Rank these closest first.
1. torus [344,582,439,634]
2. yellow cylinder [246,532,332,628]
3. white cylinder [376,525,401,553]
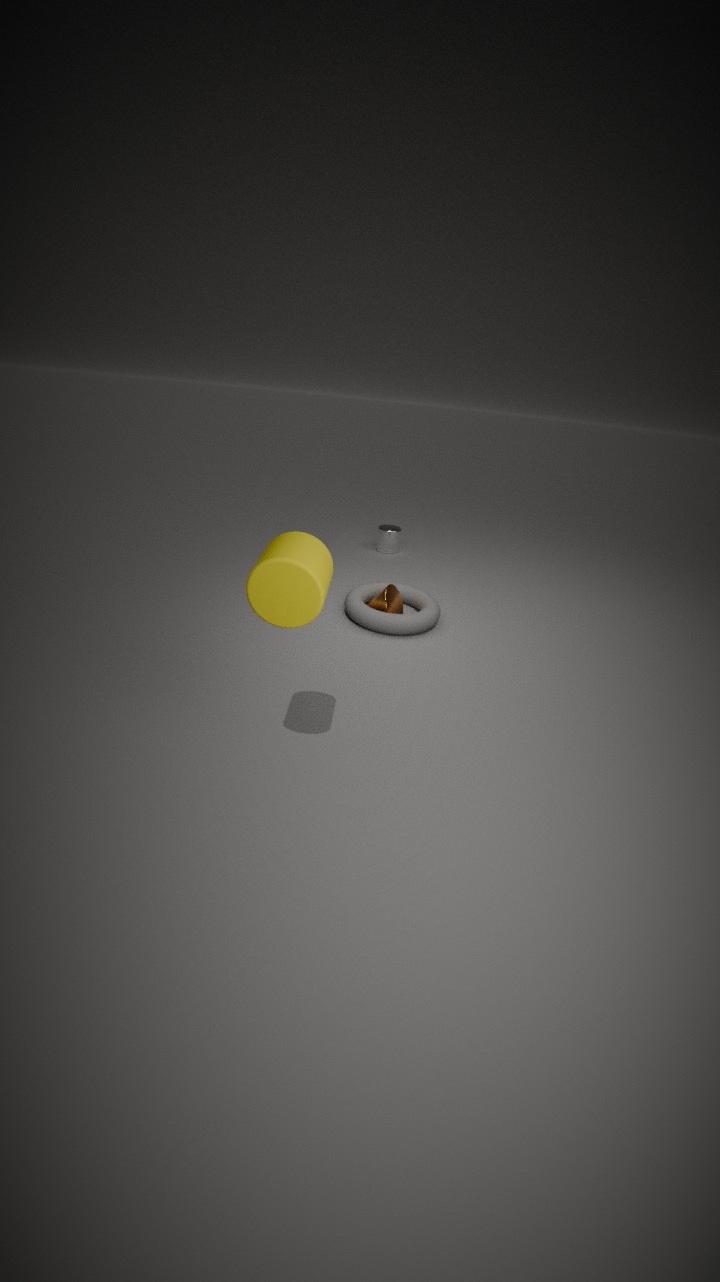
1. yellow cylinder [246,532,332,628]
2. torus [344,582,439,634]
3. white cylinder [376,525,401,553]
